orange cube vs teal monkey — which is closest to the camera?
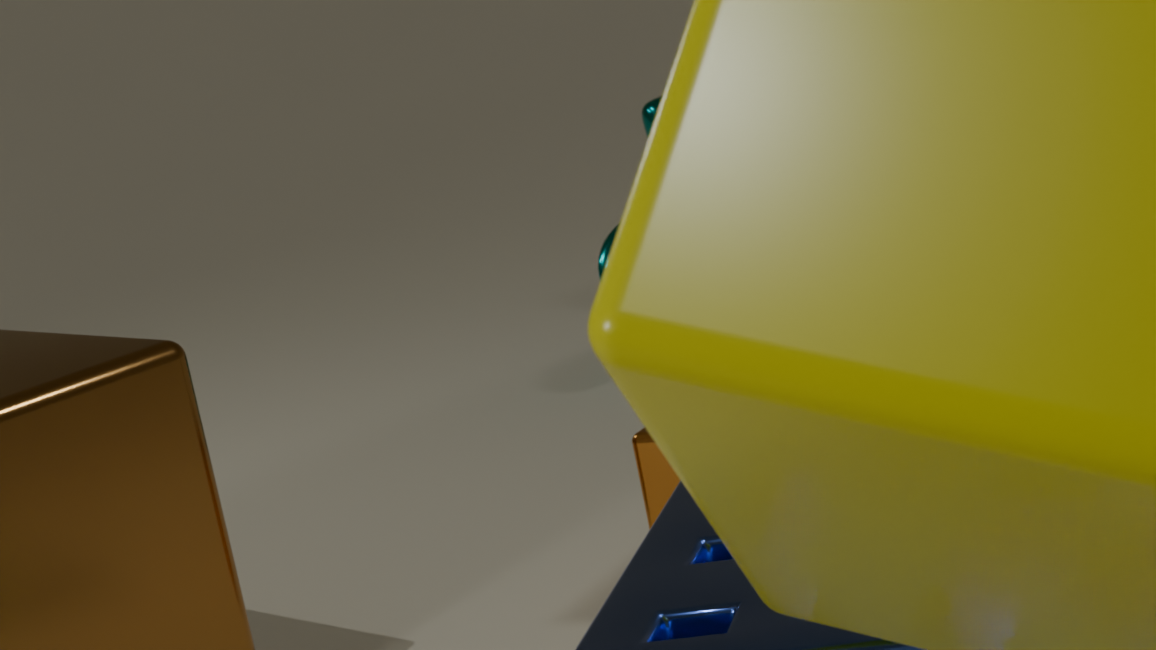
orange cube
